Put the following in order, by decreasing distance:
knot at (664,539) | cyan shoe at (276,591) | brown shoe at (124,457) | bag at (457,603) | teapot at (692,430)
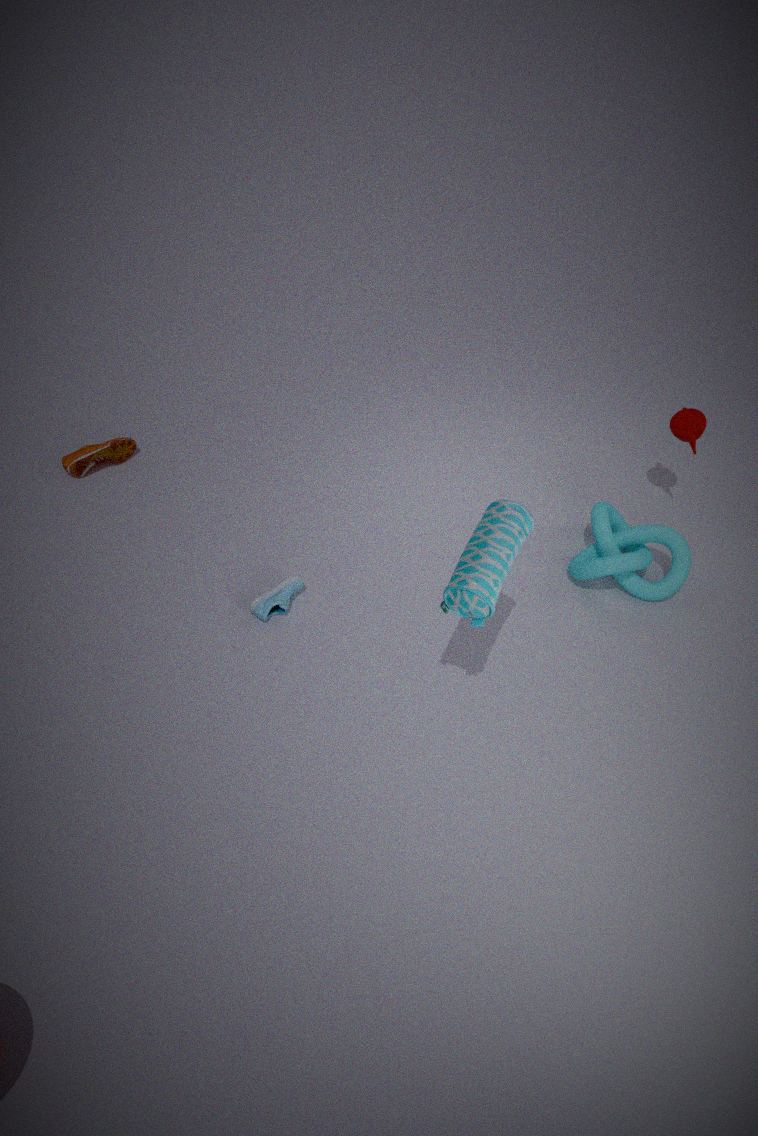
1. brown shoe at (124,457)
2. teapot at (692,430)
3. knot at (664,539)
4. cyan shoe at (276,591)
5. bag at (457,603)
